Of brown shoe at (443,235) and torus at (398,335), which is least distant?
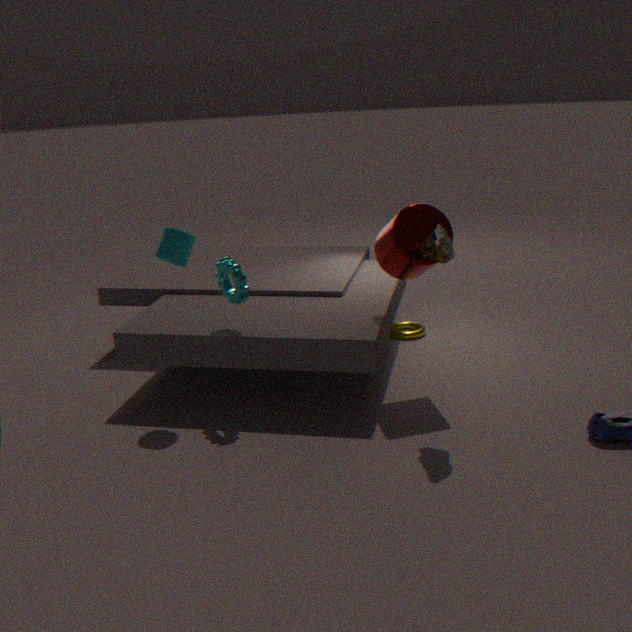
brown shoe at (443,235)
